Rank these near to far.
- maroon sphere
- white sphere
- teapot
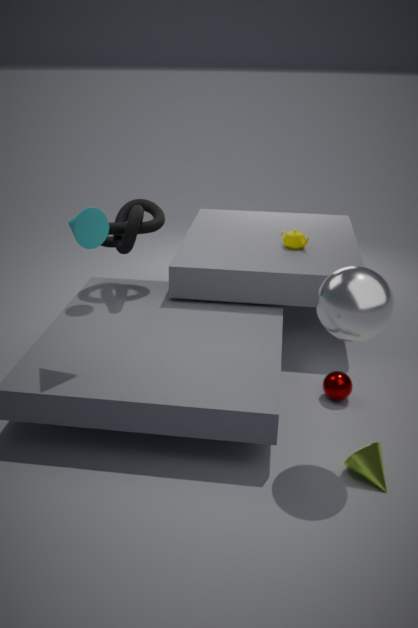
white sphere < maroon sphere < teapot
